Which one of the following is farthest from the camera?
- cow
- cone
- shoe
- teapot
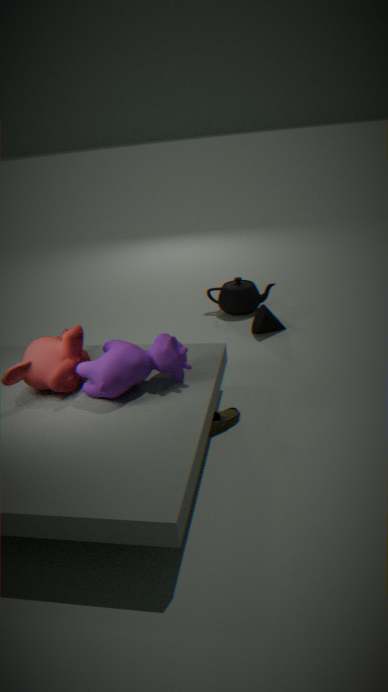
teapot
